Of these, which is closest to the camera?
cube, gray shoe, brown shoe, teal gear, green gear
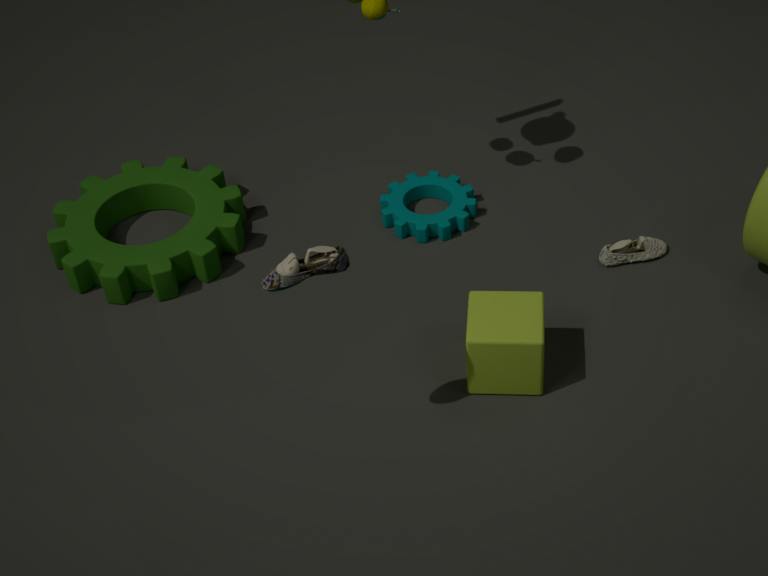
brown shoe
